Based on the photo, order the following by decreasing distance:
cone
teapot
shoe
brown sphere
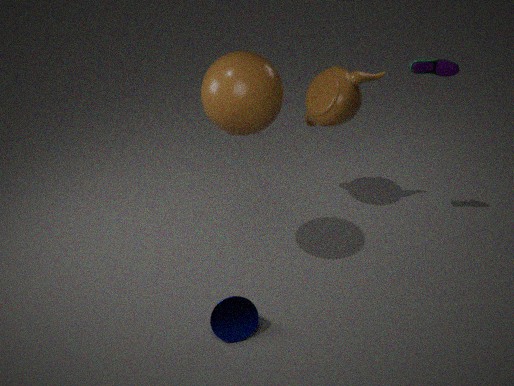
teapot < shoe < cone < brown sphere
